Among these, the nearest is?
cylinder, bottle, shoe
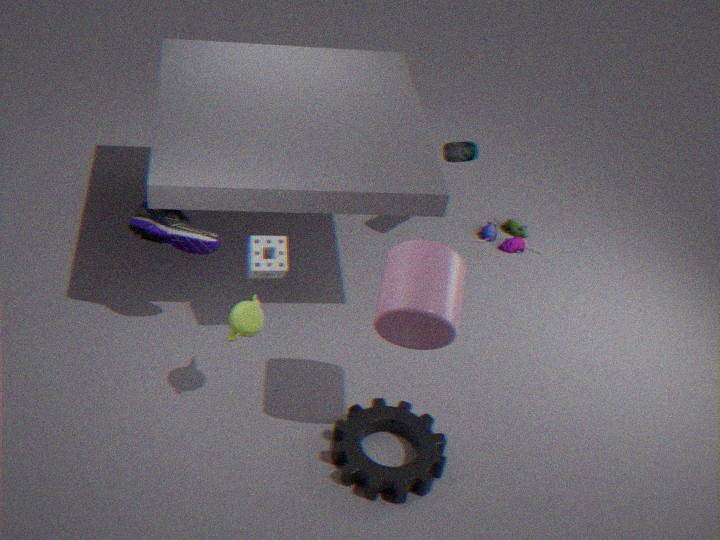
cylinder
